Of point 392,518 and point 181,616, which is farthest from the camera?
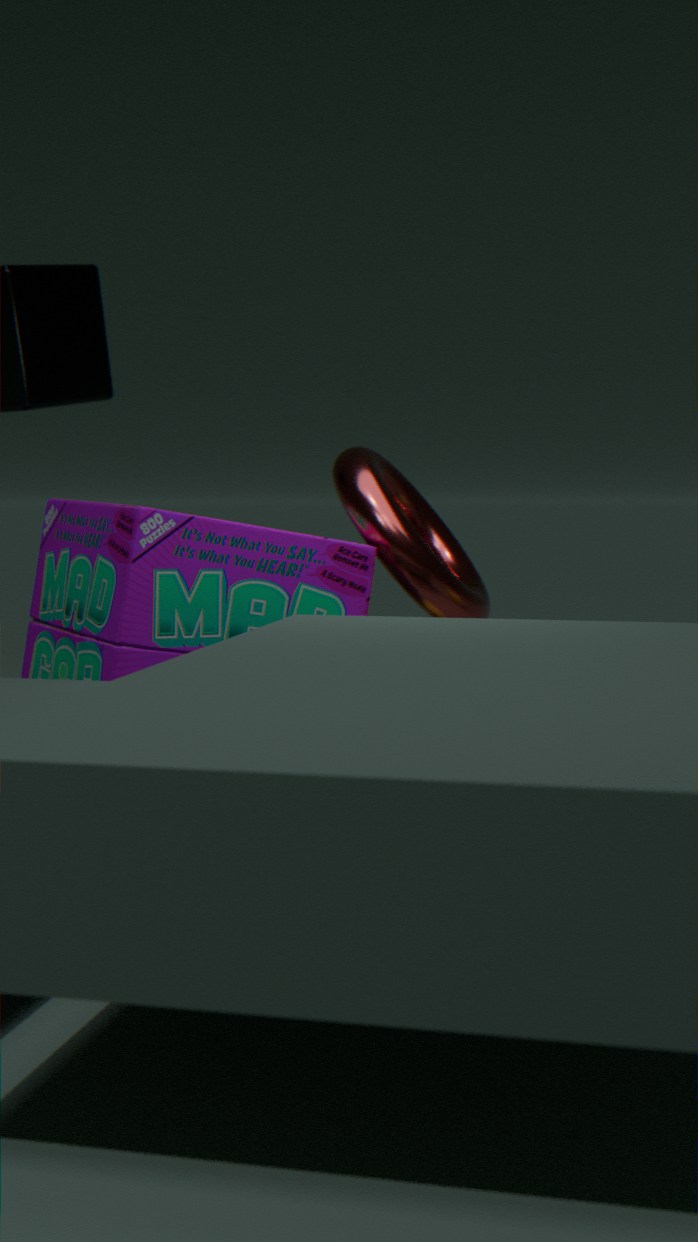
point 392,518
